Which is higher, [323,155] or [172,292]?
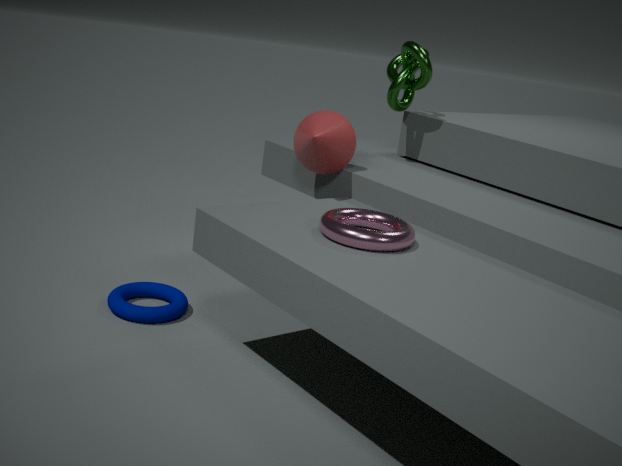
[323,155]
